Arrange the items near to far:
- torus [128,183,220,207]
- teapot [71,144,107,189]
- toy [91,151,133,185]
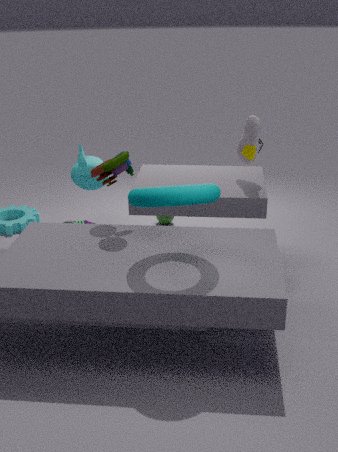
torus [128,183,220,207] → toy [91,151,133,185] → teapot [71,144,107,189]
